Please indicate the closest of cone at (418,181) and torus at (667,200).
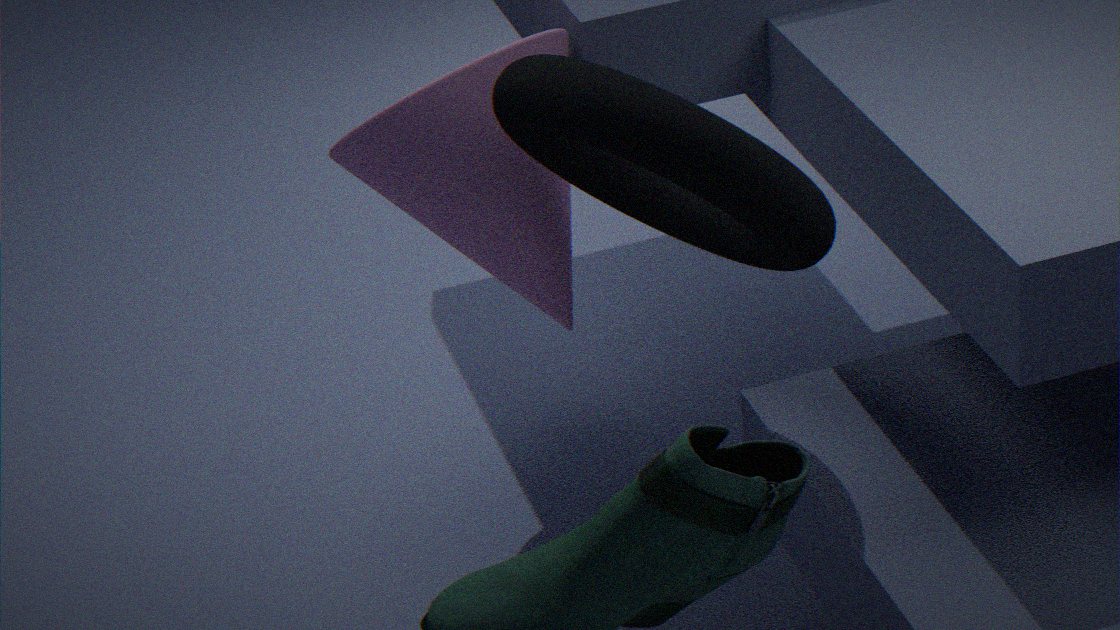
torus at (667,200)
